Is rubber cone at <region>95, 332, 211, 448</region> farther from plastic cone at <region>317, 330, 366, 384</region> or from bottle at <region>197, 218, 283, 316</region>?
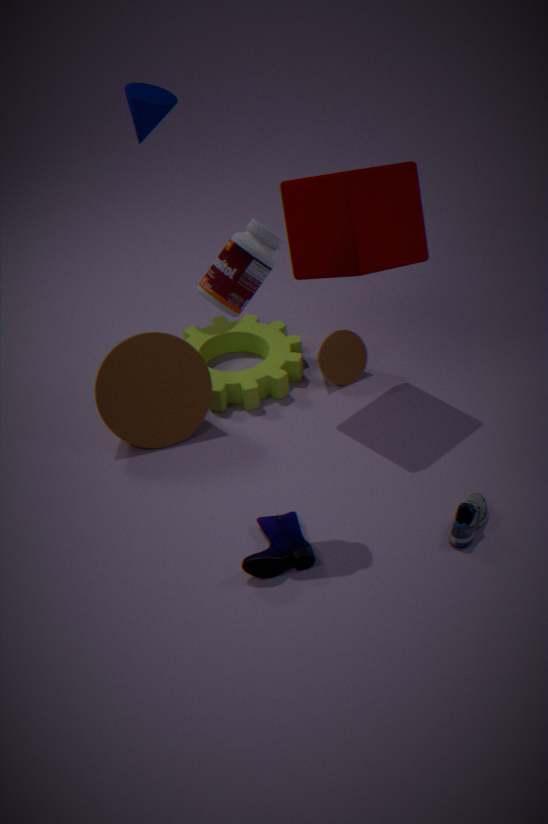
bottle at <region>197, 218, 283, 316</region>
